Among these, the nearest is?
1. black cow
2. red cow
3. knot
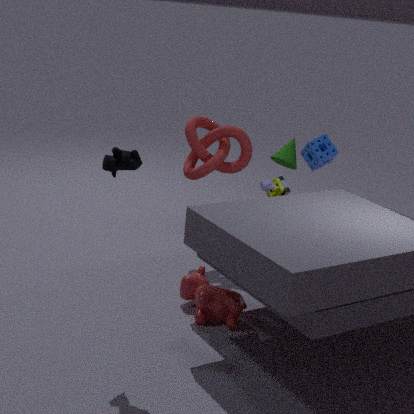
black cow
